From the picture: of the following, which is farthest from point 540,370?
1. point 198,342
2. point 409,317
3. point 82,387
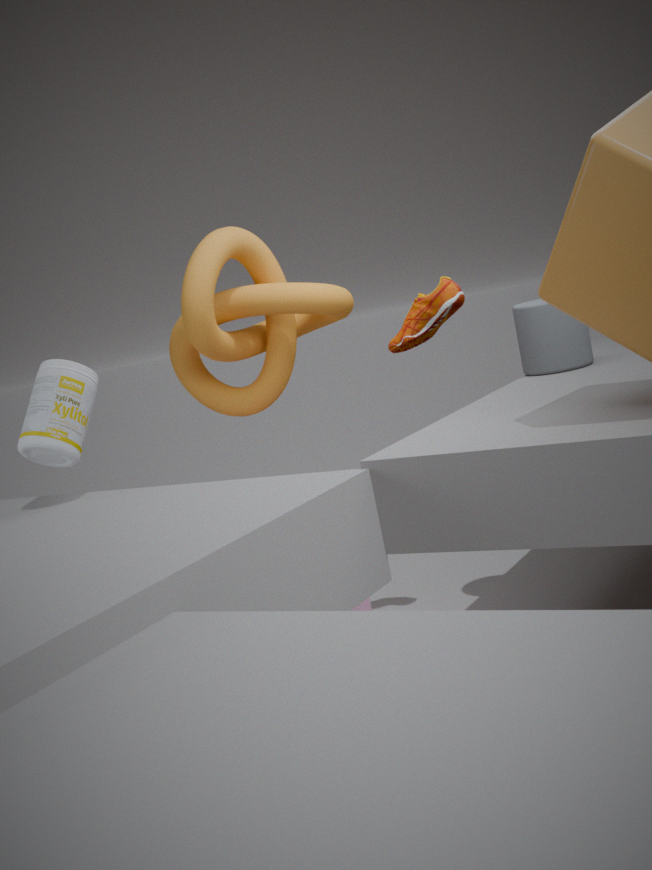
point 82,387
